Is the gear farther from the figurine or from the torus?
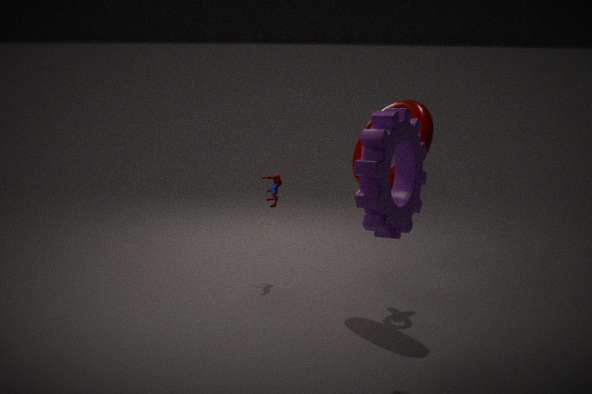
the figurine
